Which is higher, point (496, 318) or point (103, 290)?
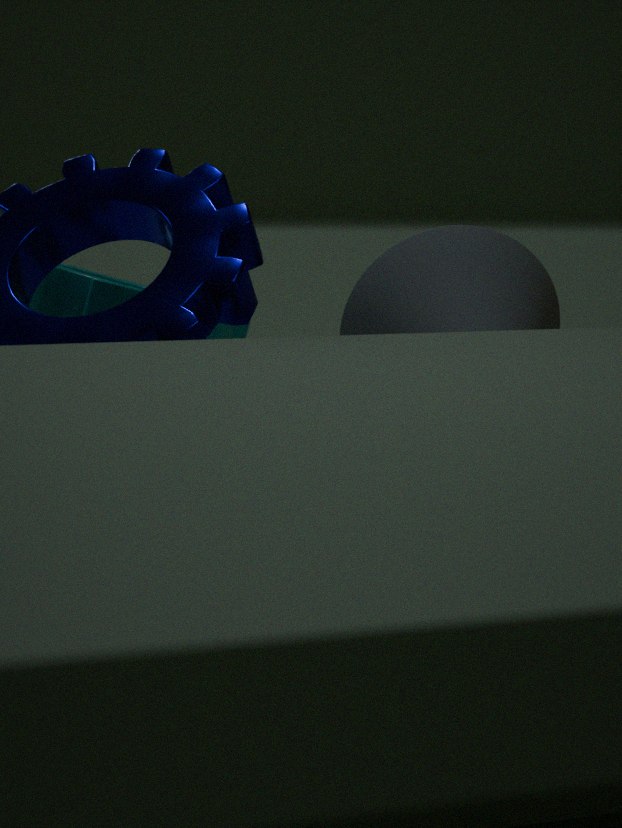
point (103, 290)
